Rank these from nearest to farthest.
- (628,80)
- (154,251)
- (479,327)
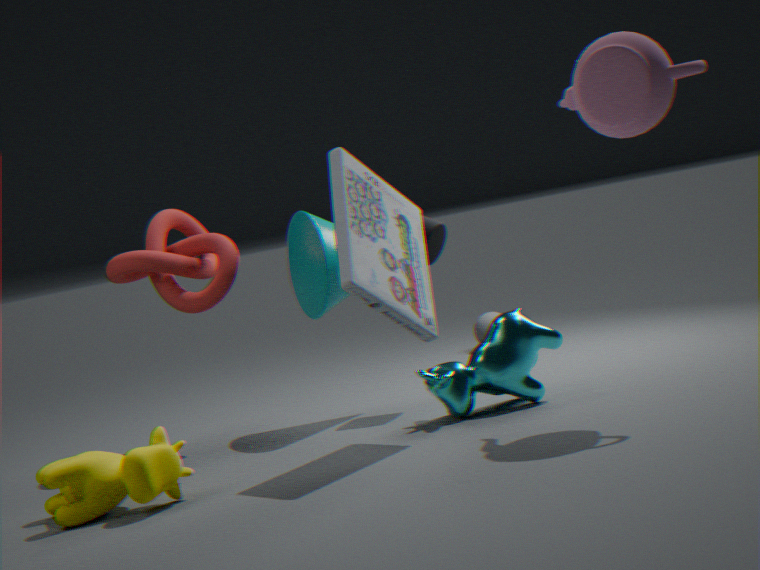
(628,80) < (154,251) < (479,327)
